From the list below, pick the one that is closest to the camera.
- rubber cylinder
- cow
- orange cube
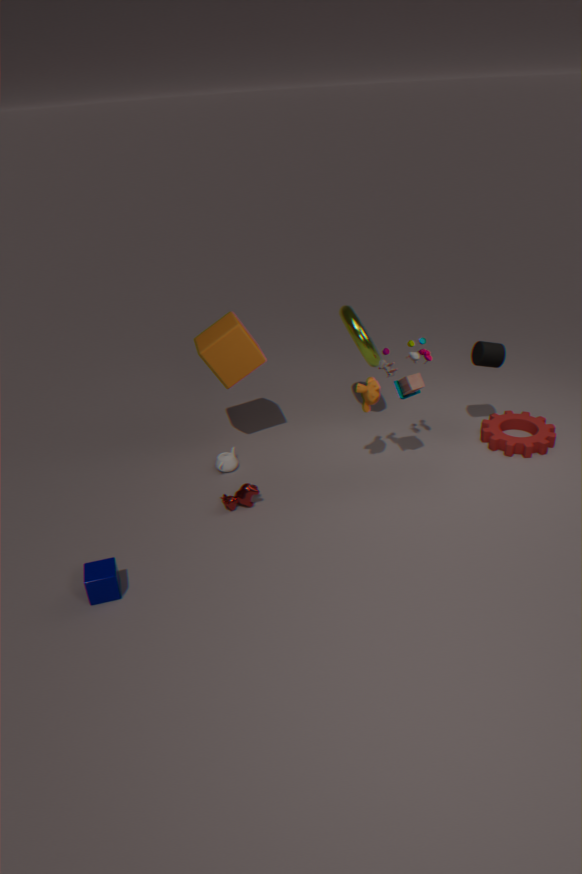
cow
